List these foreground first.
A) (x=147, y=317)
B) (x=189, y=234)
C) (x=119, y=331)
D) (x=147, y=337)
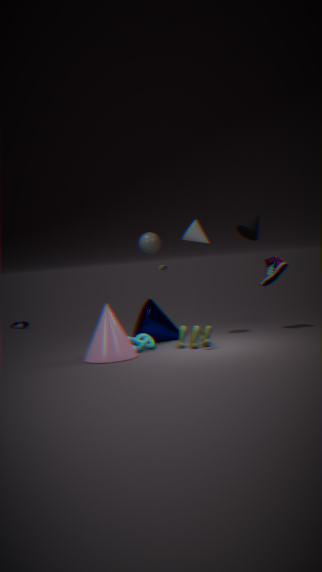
(x=119, y=331) → (x=147, y=337) → (x=147, y=317) → (x=189, y=234)
